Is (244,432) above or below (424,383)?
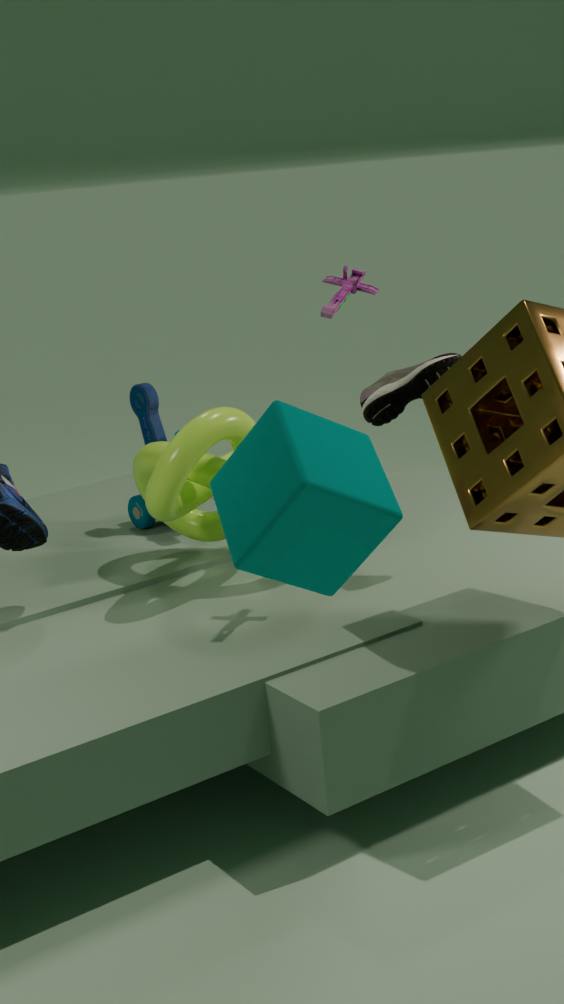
below
